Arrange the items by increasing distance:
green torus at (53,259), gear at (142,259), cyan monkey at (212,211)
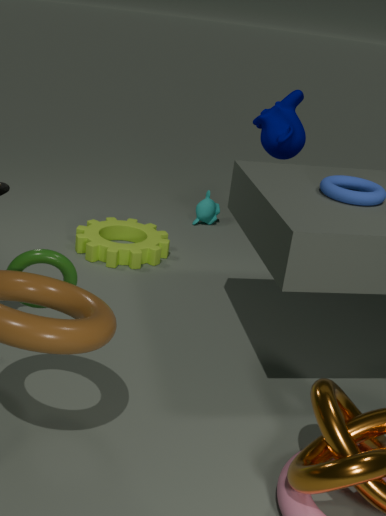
green torus at (53,259), gear at (142,259), cyan monkey at (212,211)
